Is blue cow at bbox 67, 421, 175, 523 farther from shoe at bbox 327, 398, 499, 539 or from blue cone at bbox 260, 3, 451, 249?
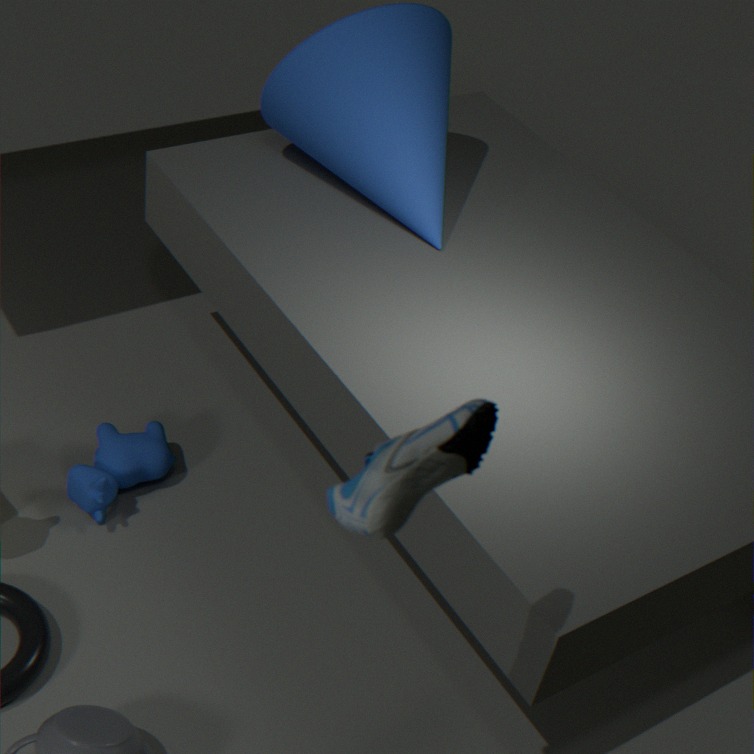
shoe at bbox 327, 398, 499, 539
